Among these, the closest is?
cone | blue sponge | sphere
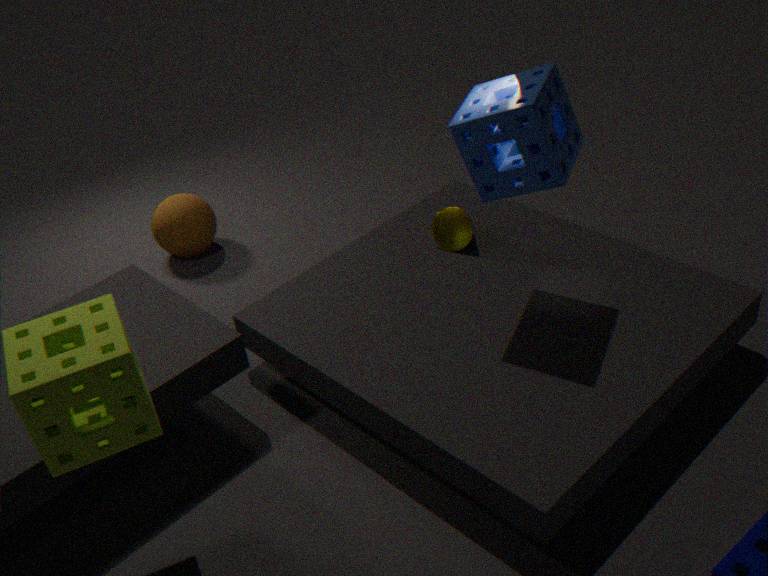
blue sponge
